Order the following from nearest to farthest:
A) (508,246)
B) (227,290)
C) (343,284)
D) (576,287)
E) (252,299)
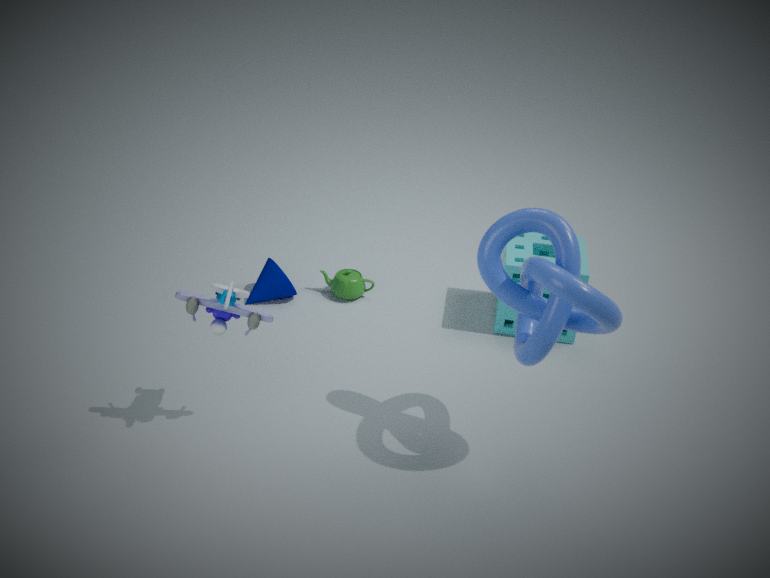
(576,287) → (227,290) → (508,246) → (252,299) → (343,284)
